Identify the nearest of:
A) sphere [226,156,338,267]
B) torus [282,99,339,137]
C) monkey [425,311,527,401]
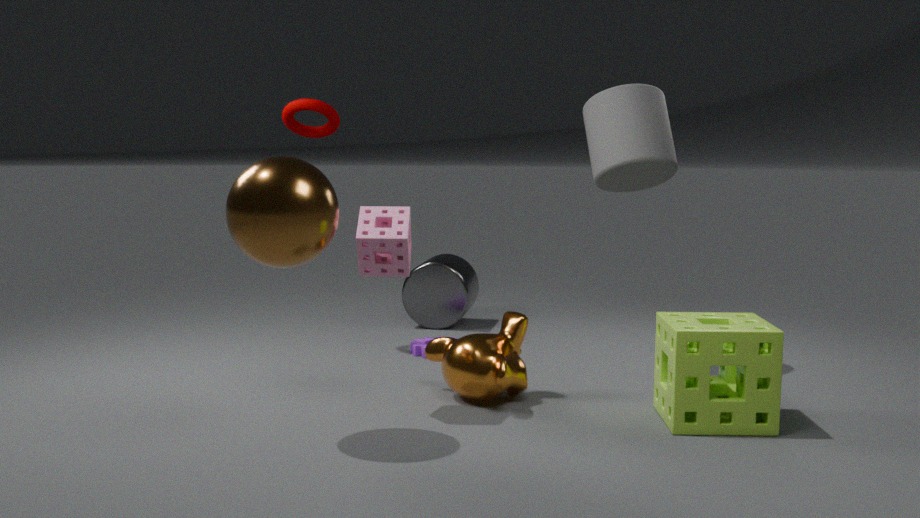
sphere [226,156,338,267]
